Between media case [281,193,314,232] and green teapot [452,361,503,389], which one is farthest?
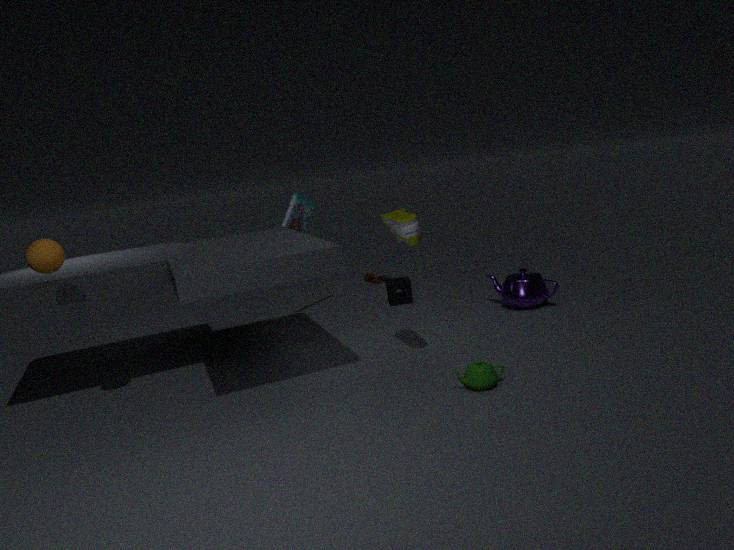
media case [281,193,314,232]
